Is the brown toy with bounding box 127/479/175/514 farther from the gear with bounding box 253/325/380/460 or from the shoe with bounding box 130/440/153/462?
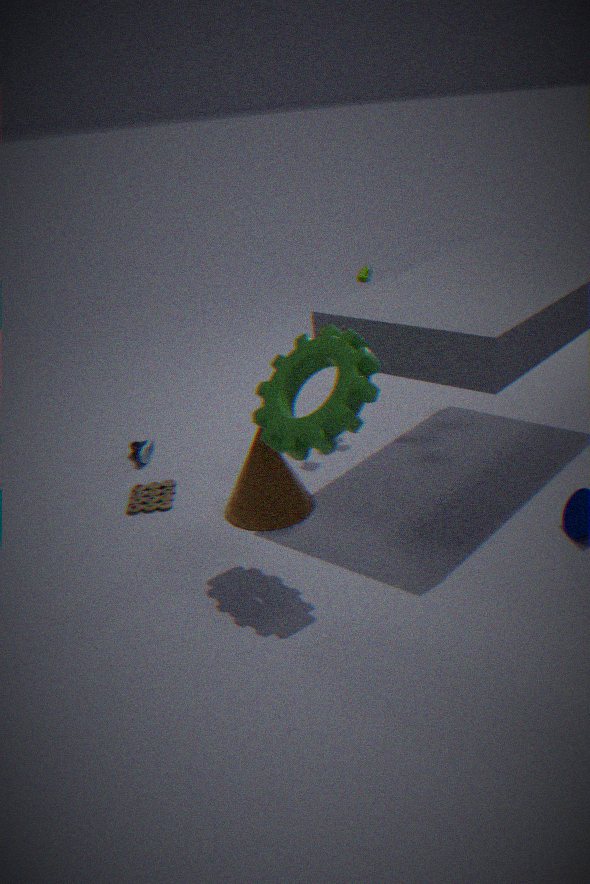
the gear with bounding box 253/325/380/460
